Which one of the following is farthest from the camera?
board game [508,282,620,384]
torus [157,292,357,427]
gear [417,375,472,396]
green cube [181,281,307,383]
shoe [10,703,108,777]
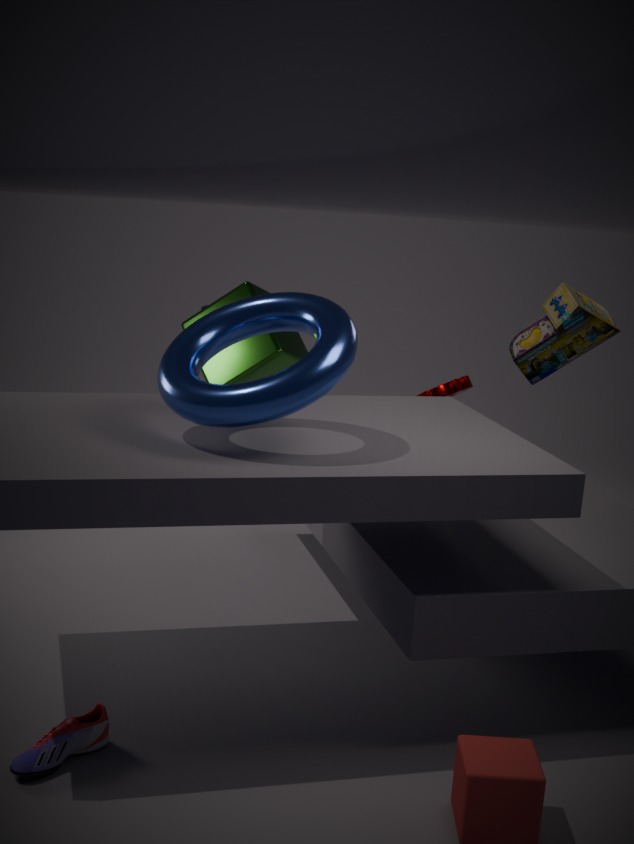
green cube [181,281,307,383]
